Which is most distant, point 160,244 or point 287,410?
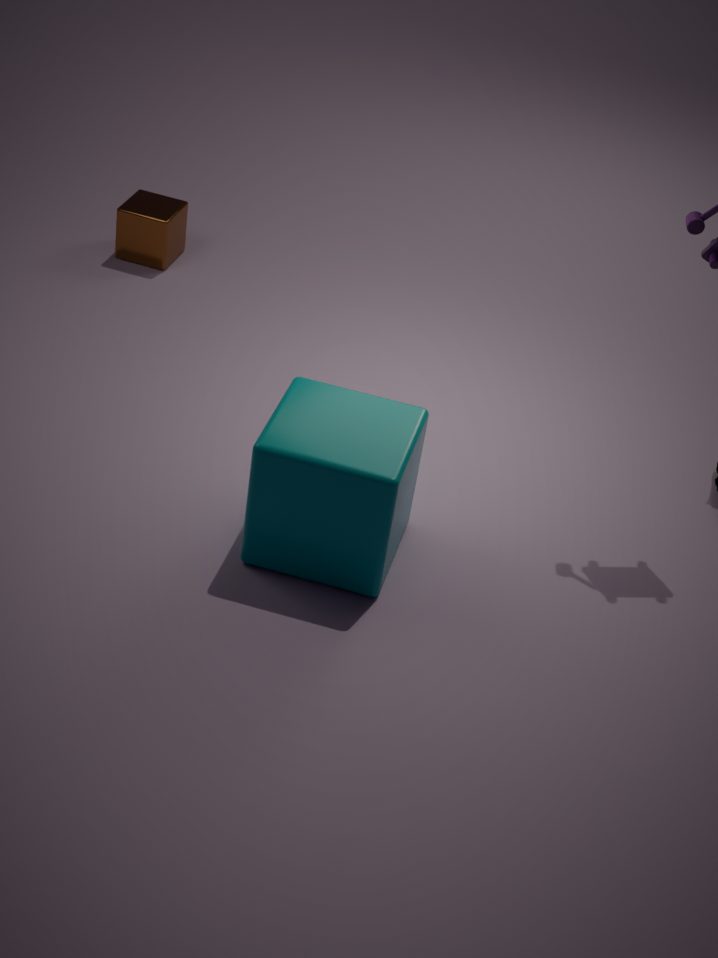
point 160,244
